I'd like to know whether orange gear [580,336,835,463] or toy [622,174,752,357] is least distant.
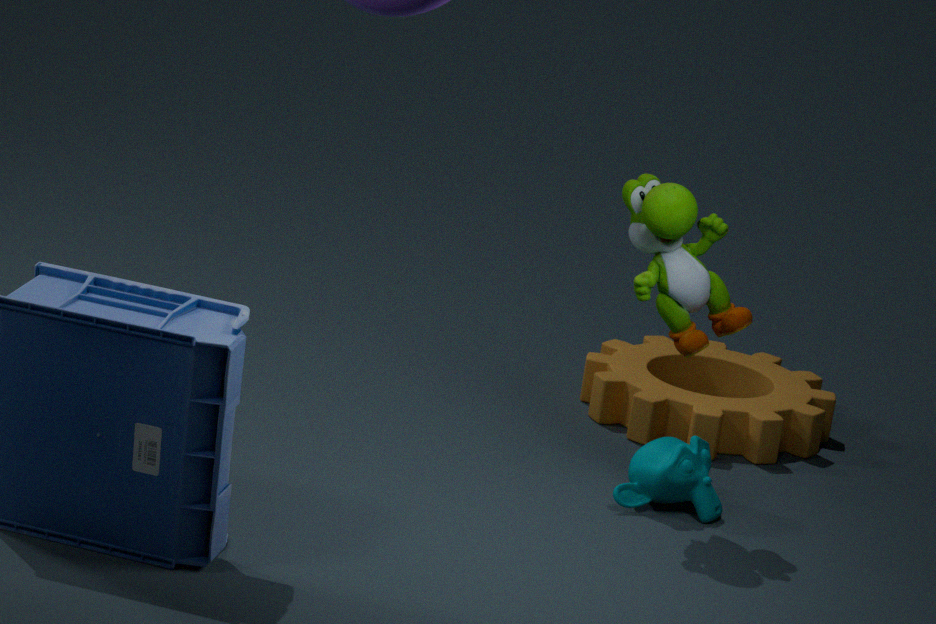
toy [622,174,752,357]
